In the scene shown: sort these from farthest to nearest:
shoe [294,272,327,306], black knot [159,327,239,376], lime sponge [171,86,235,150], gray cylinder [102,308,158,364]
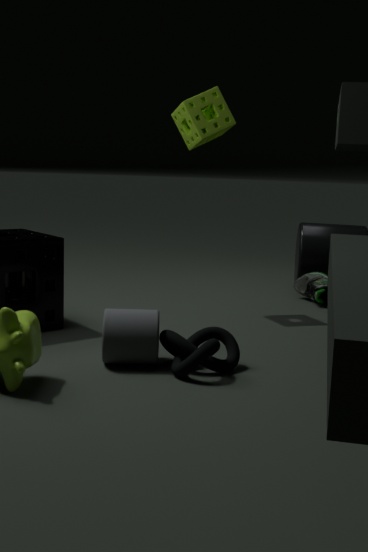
shoe [294,272,327,306]
lime sponge [171,86,235,150]
gray cylinder [102,308,158,364]
black knot [159,327,239,376]
